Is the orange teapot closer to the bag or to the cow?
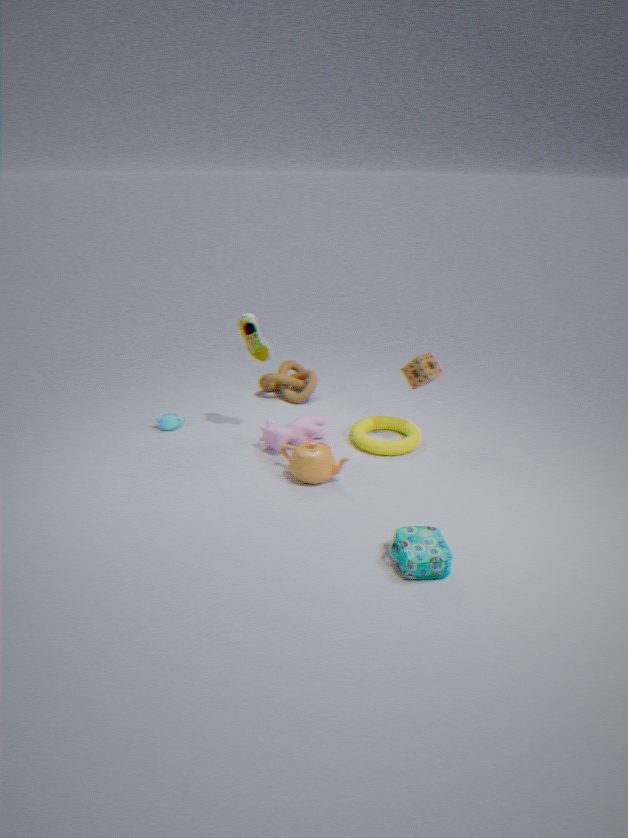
the cow
